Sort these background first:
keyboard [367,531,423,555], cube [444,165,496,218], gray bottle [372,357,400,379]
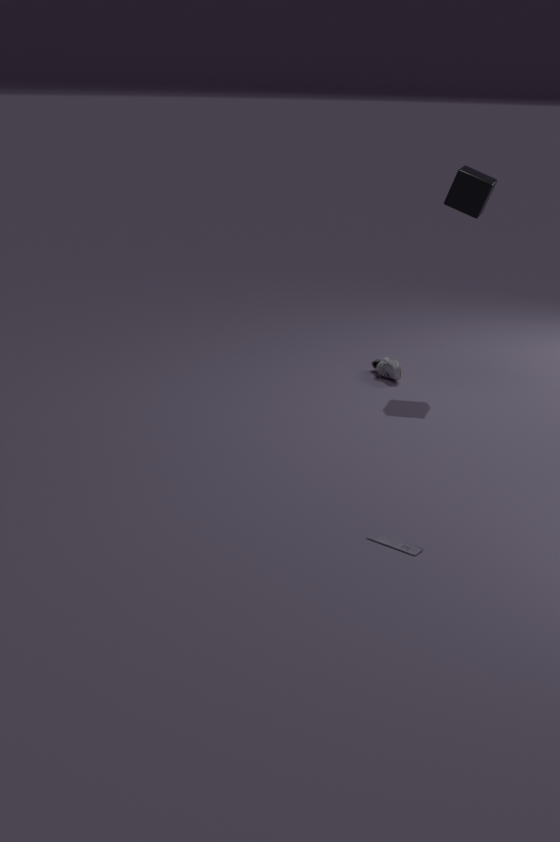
gray bottle [372,357,400,379]
cube [444,165,496,218]
keyboard [367,531,423,555]
